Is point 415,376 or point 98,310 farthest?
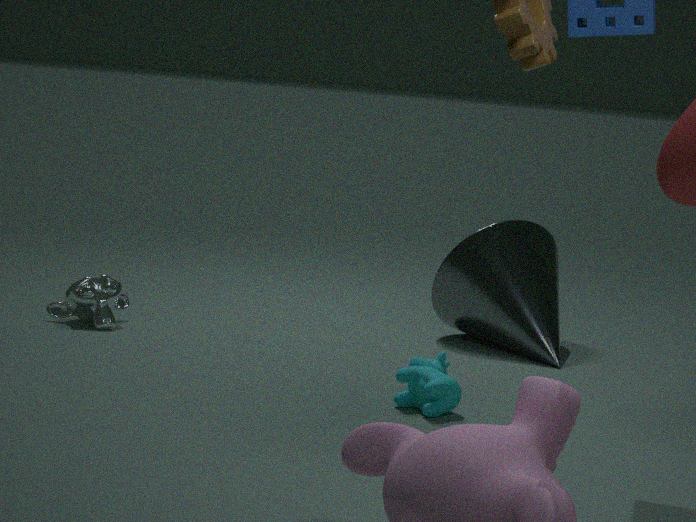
point 98,310
